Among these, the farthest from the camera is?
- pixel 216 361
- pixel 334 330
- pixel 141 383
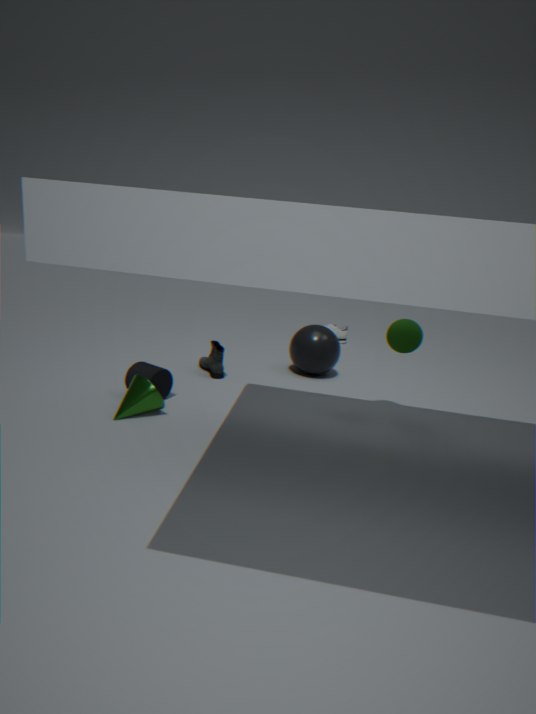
pixel 334 330
